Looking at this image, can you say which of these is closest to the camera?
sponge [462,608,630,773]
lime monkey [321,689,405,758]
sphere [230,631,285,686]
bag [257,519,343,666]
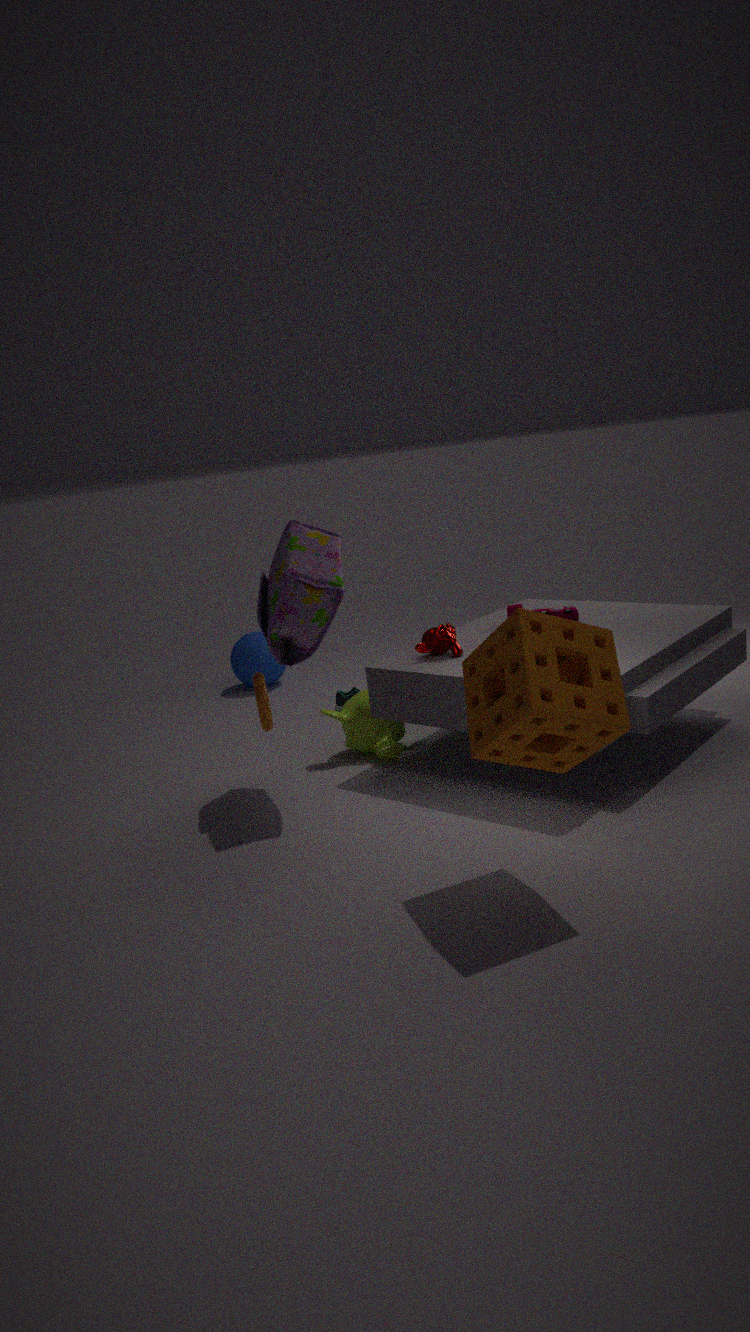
sponge [462,608,630,773]
